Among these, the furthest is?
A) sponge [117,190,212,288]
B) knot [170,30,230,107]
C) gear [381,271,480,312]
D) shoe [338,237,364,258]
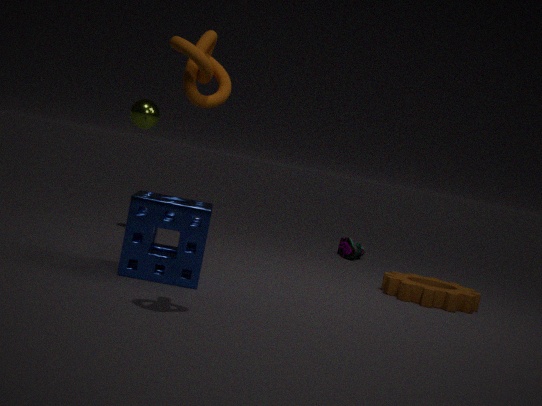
shoe [338,237,364,258]
